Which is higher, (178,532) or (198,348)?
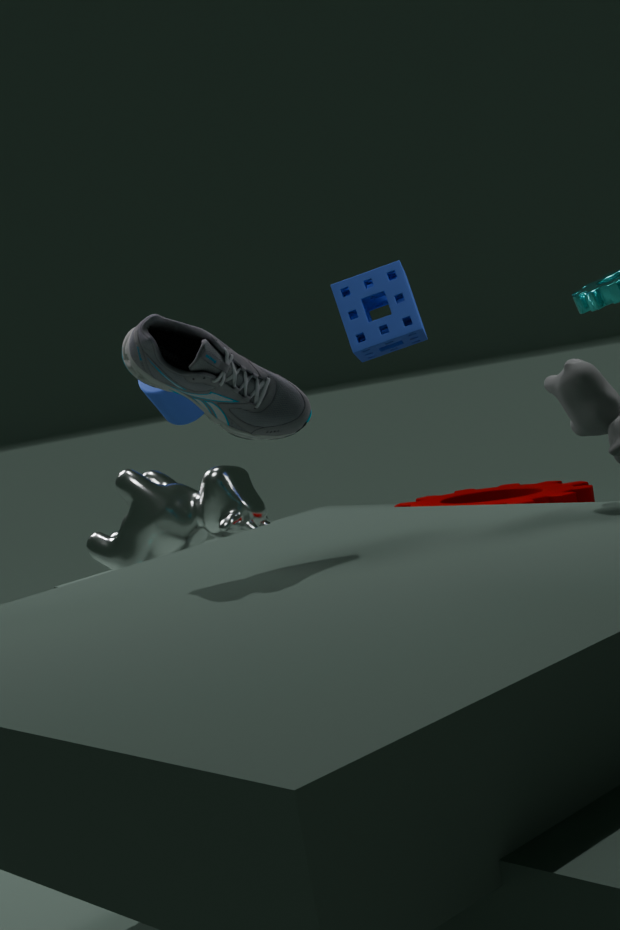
(198,348)
